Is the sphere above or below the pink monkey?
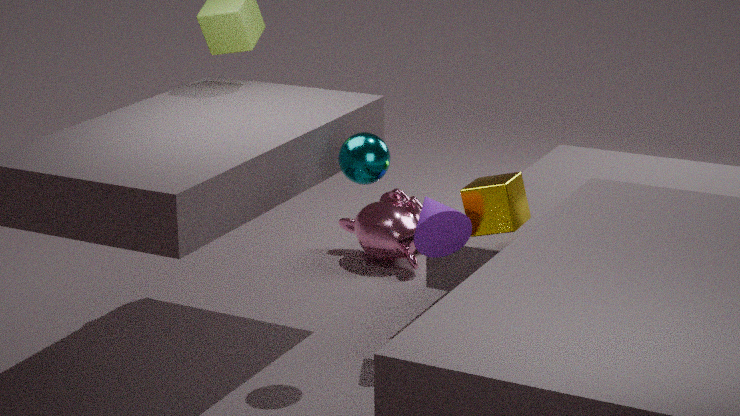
above
